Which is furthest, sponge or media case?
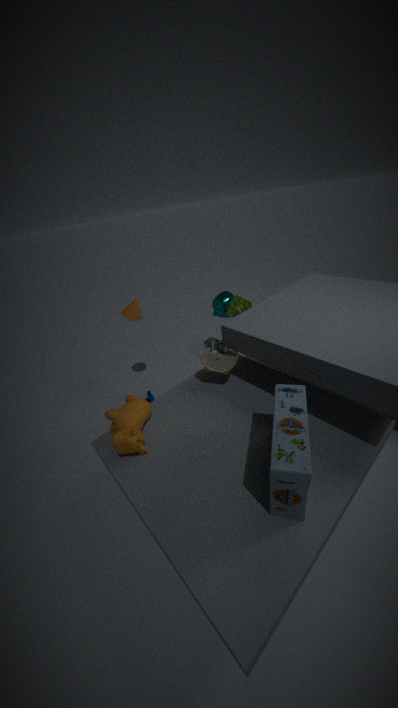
sponge
